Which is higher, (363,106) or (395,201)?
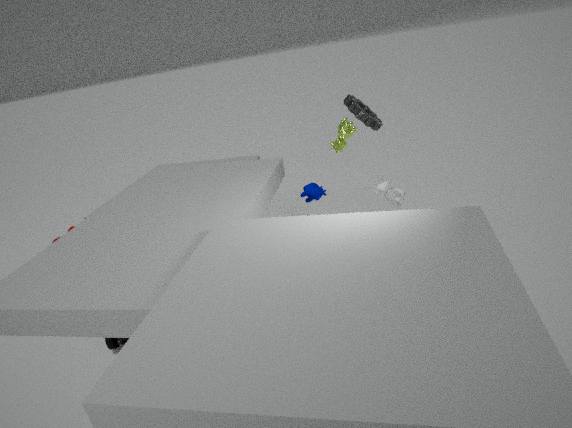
(363,106)
